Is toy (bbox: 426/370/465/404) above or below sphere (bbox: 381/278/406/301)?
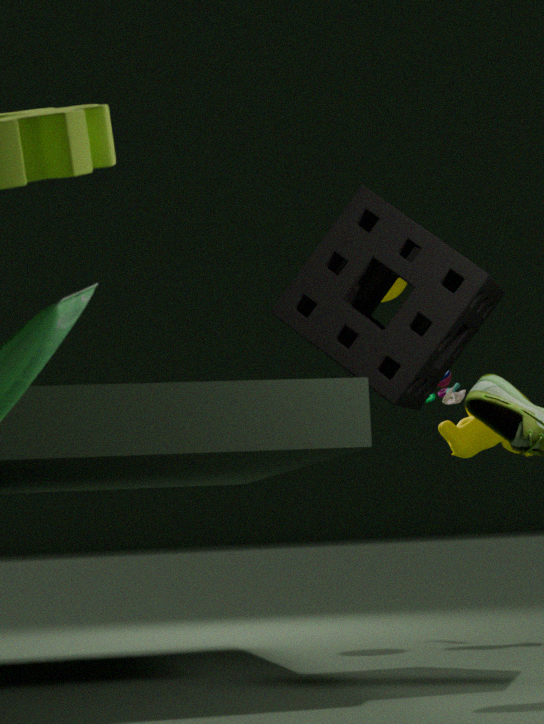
below
